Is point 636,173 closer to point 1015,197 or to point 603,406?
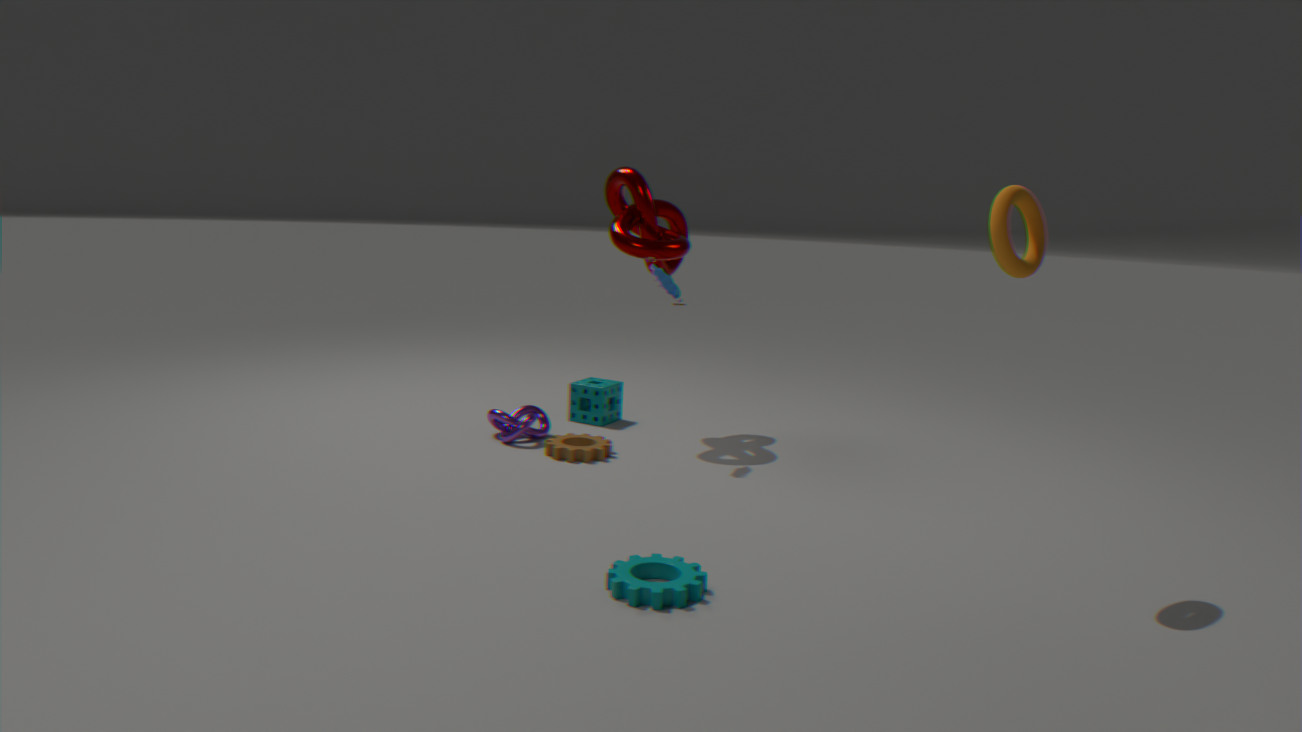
point 603,406
